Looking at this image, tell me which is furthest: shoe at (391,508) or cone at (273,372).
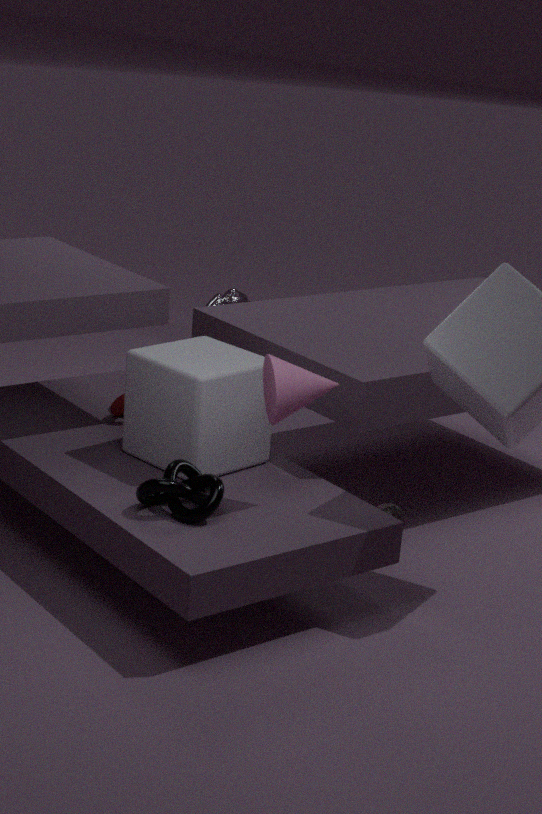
shoe at (391,508)
